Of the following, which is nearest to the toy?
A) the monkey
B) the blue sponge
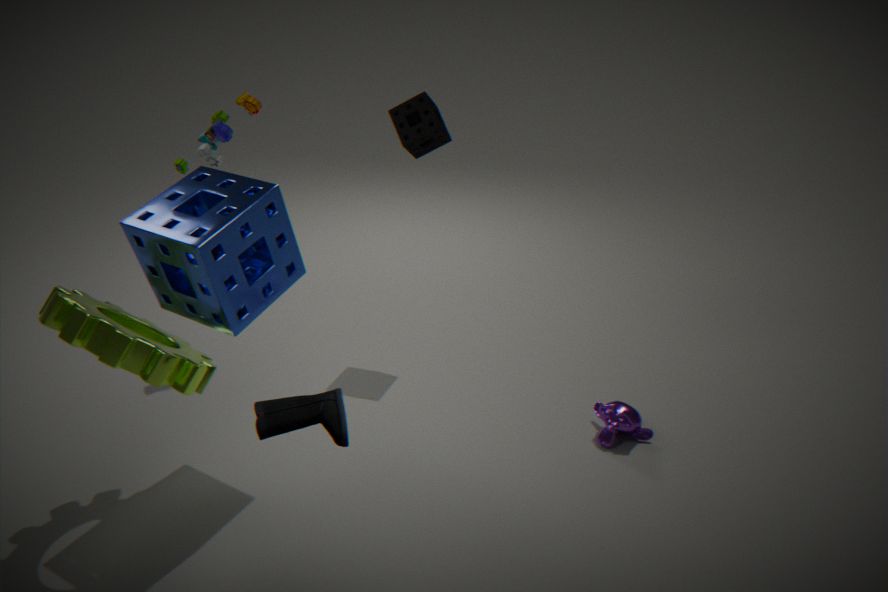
the blue sponge
